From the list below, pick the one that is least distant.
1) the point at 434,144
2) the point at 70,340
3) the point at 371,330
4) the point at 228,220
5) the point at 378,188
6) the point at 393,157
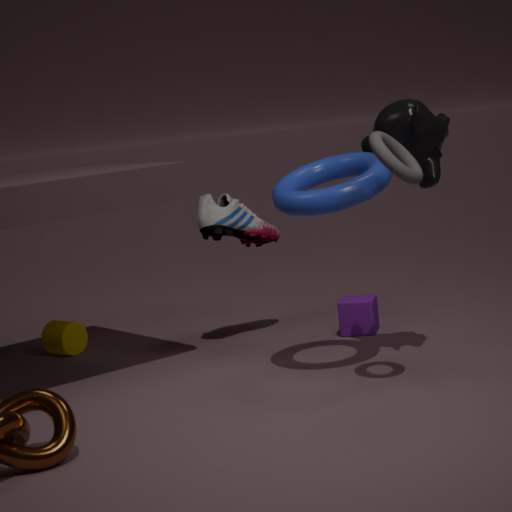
6. the point at 393,157
